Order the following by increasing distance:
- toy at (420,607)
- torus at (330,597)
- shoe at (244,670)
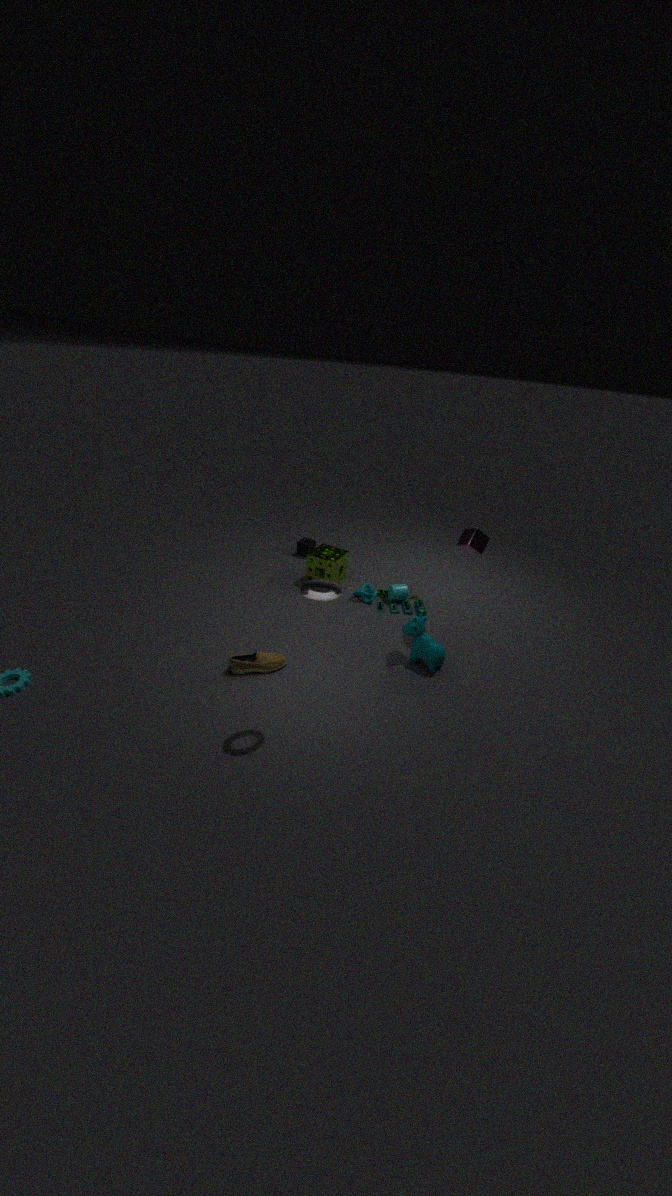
torus at (330,597)
shoe at (244,670)
toy at (420,607)
